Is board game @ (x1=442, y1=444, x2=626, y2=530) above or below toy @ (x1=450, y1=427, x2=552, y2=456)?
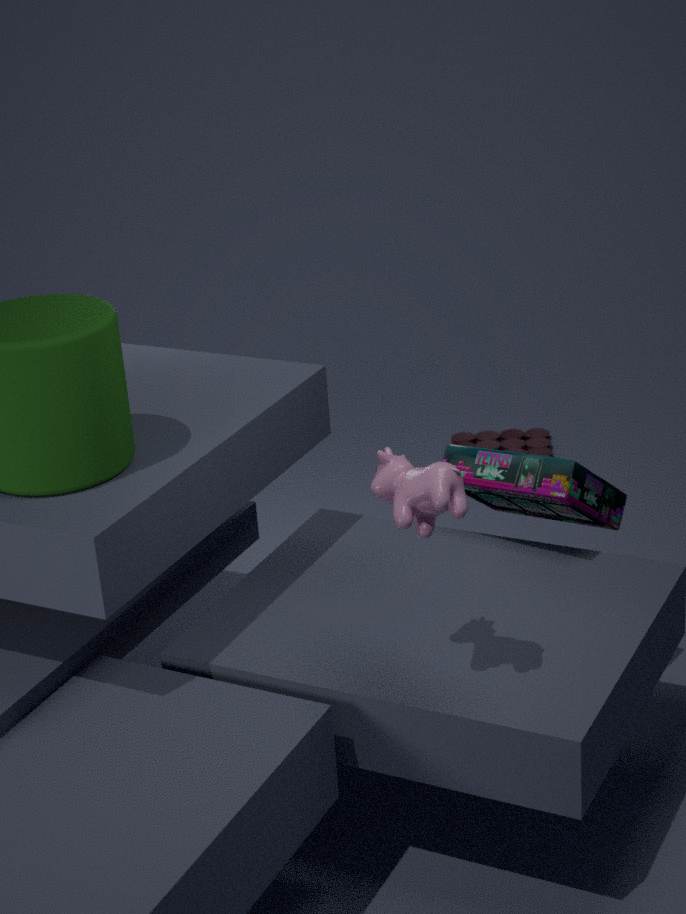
above
